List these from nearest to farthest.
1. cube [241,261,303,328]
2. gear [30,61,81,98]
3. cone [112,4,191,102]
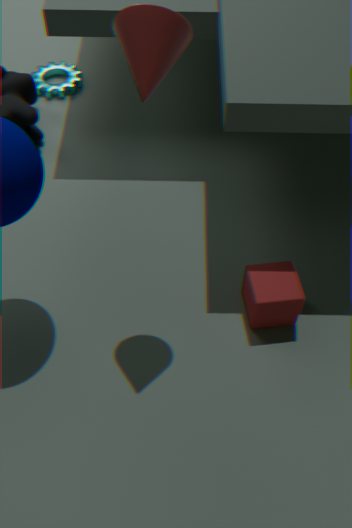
1. cone [112,4,191,102]
2. cube [241,261,303,328]
3. gear [30,61,81,98]
